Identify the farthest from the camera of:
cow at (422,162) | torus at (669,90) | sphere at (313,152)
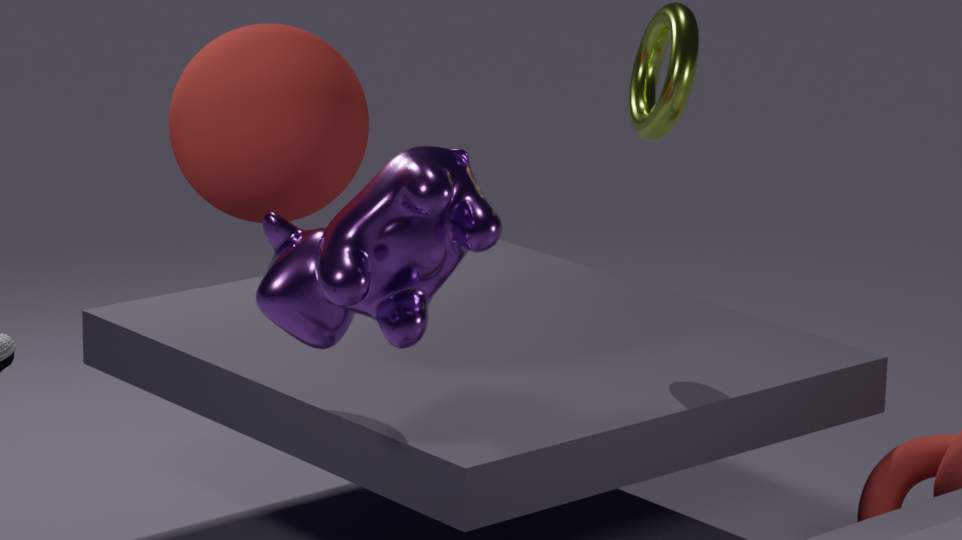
torus at (669,90)
